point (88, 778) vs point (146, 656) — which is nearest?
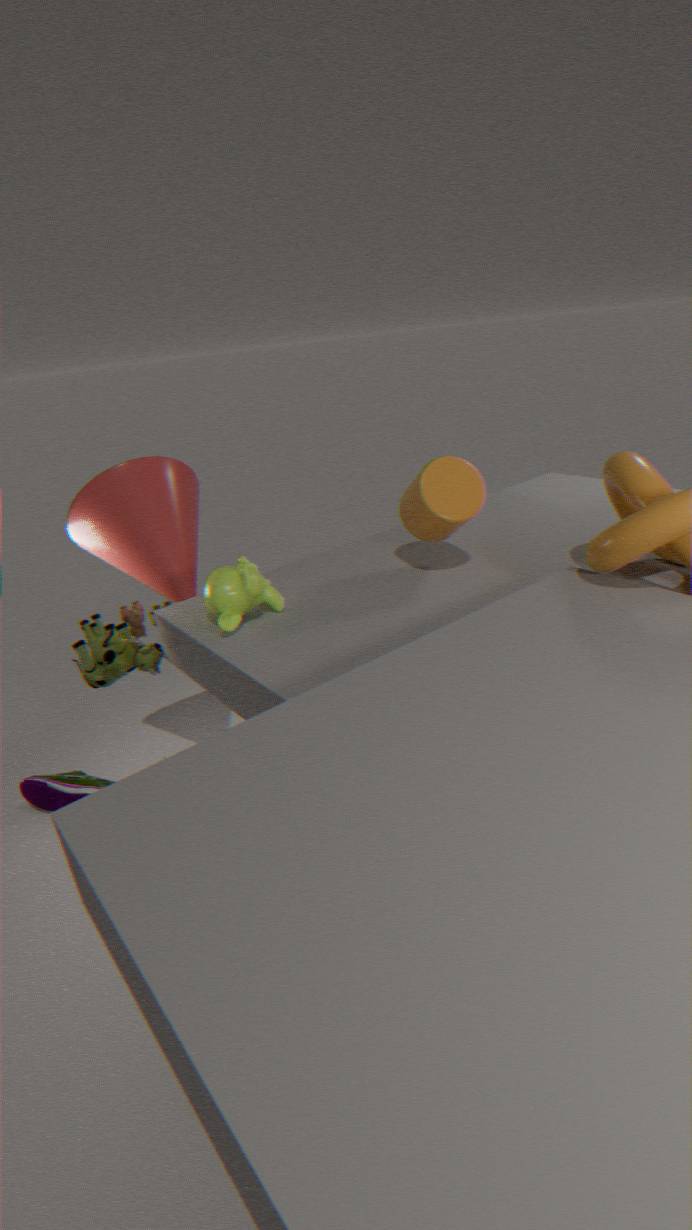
point (146, 656)
